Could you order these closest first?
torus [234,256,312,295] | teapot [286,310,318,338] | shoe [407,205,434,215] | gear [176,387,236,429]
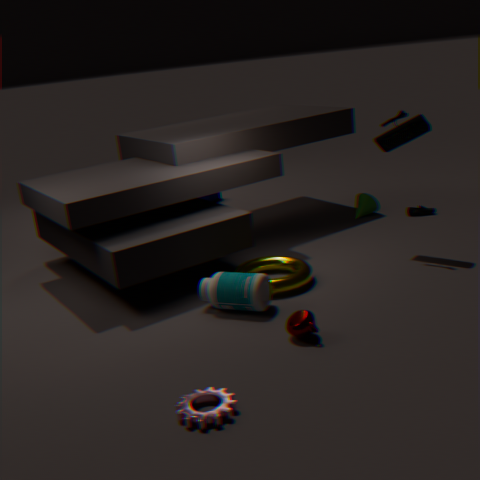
1. gear [176,387,236,429]
2. teapot [286,310,318,338]
3. torus [234,256,312,295]
4. shoe [407,205,434,215]
